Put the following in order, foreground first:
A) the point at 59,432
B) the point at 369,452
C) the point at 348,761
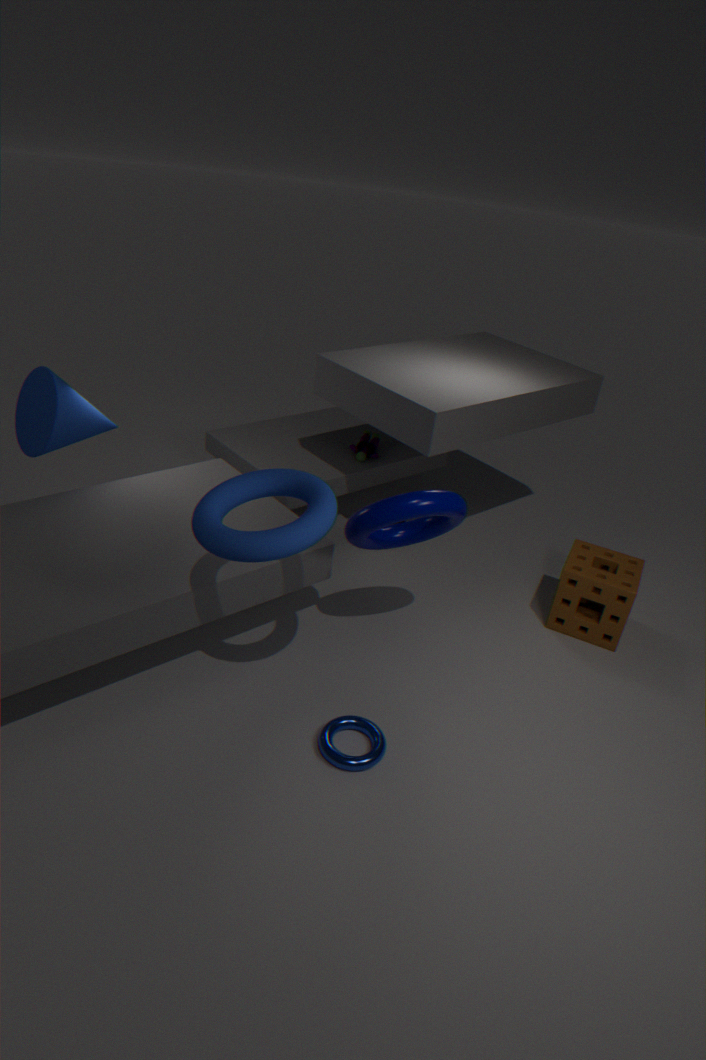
the point at 348,761 < the point at 59,432 < the point at 369,452
